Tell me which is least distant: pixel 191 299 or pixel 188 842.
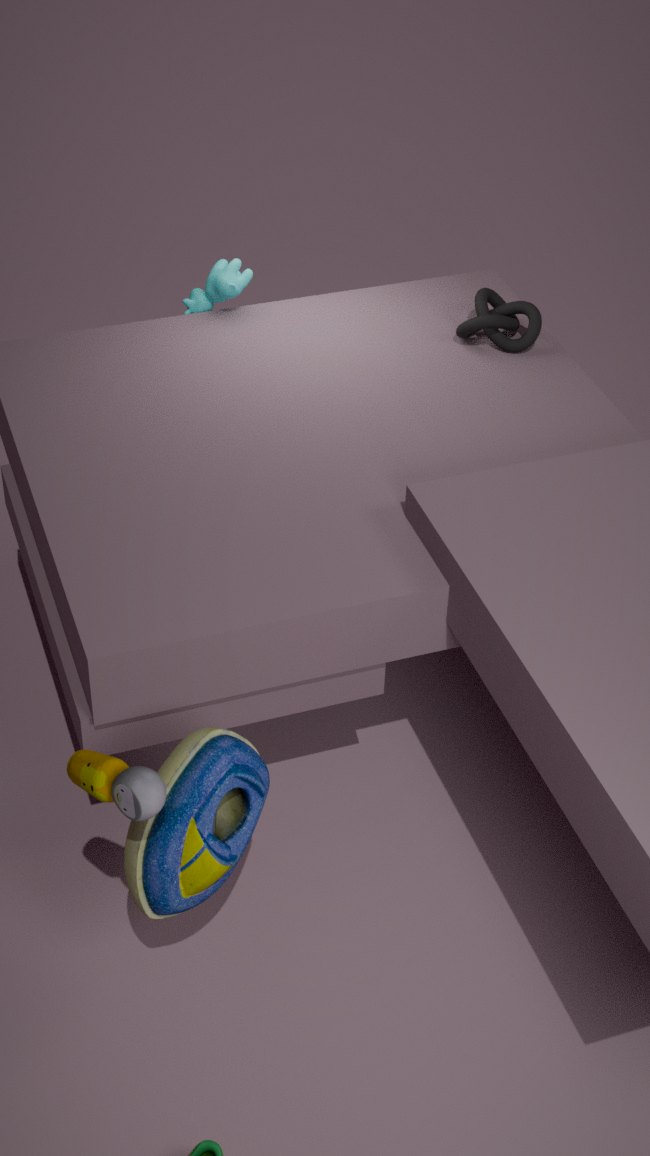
pixel 188 842
